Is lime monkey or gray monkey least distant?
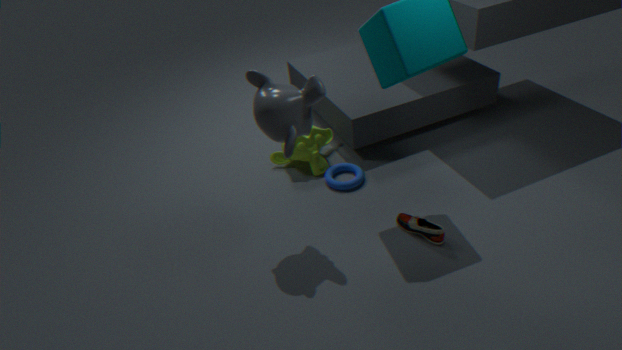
gray monkey
